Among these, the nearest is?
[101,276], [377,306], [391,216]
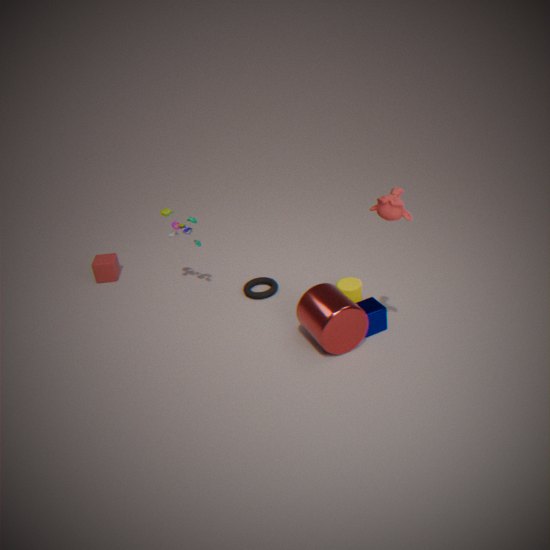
[391,216]
